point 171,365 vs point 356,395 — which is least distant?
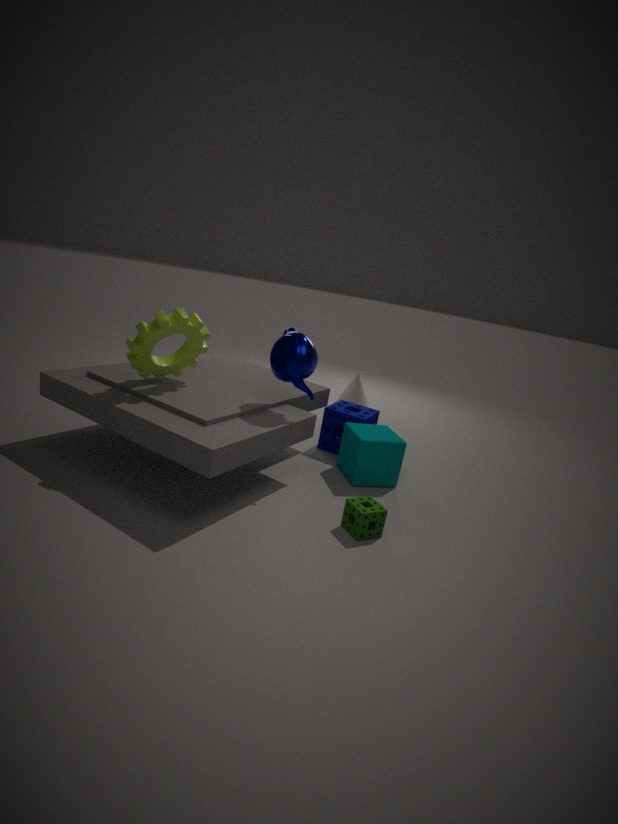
point 171,365
